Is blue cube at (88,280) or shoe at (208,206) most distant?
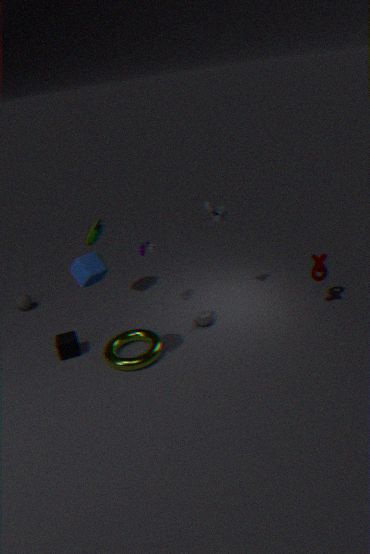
shoe at (208,206)
